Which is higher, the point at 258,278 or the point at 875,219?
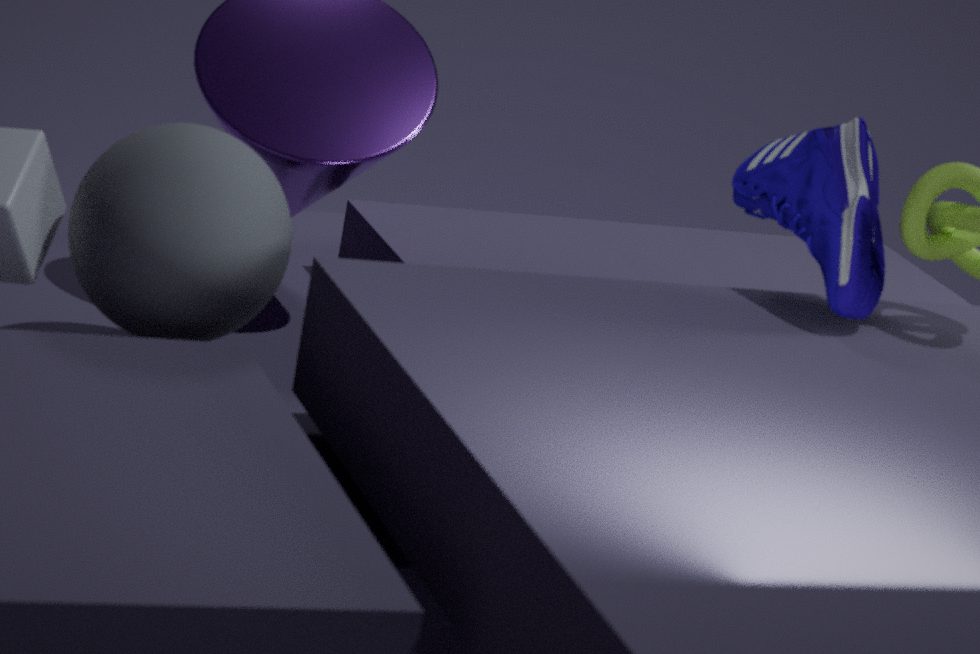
the point at 875,219
